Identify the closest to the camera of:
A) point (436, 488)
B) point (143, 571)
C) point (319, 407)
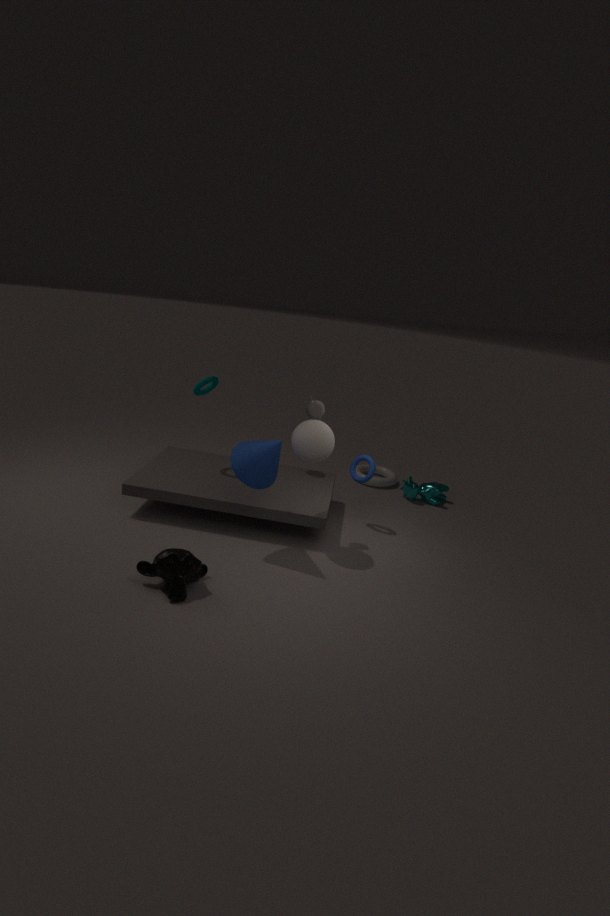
point (143, 571)
